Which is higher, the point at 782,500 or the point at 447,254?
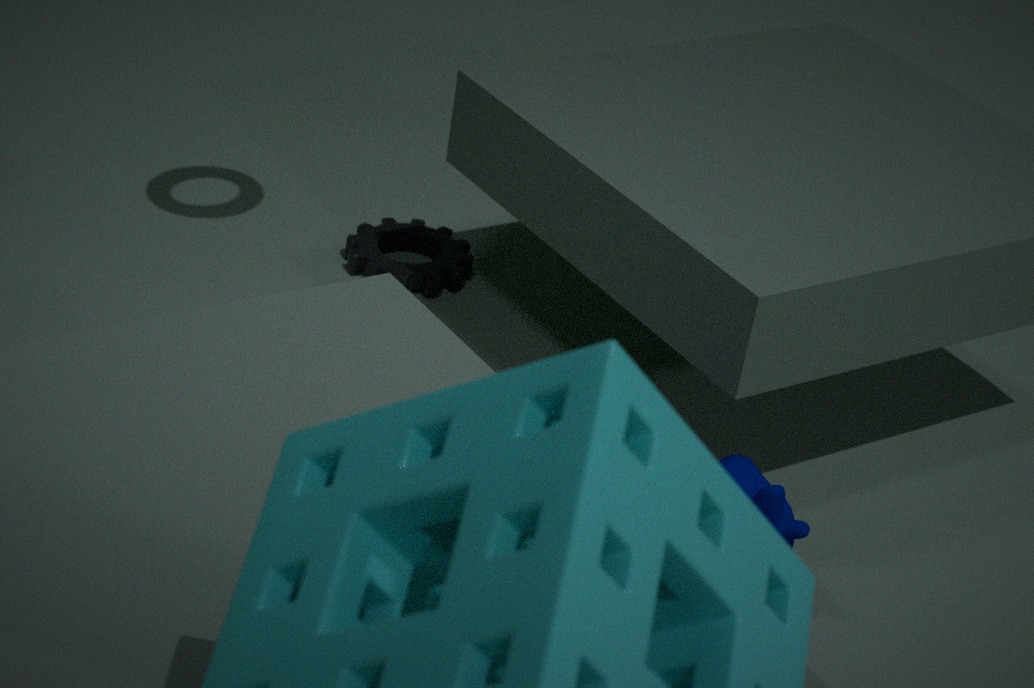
the point at 782,500
